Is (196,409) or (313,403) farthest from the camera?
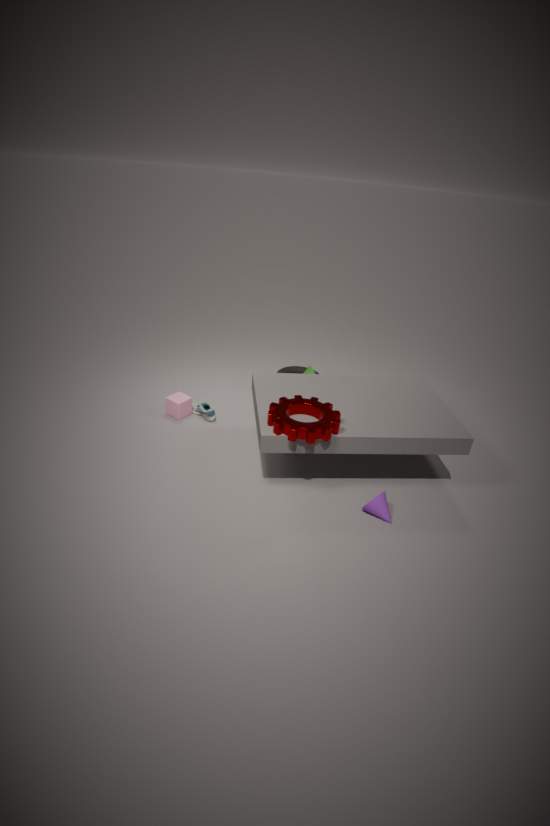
(196,409)
